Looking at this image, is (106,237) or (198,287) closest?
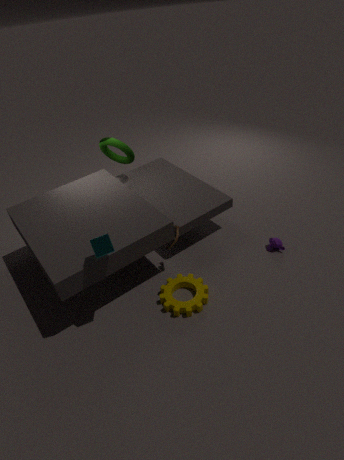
(106,237)
